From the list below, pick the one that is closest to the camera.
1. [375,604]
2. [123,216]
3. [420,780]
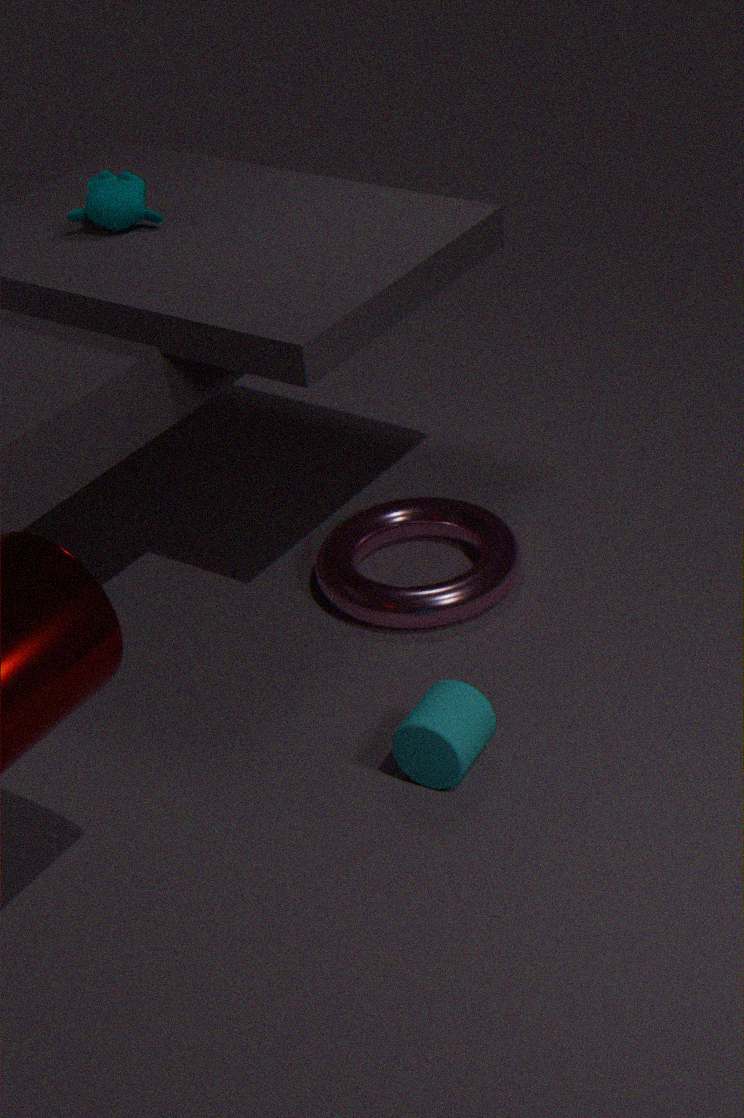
[420,780]
